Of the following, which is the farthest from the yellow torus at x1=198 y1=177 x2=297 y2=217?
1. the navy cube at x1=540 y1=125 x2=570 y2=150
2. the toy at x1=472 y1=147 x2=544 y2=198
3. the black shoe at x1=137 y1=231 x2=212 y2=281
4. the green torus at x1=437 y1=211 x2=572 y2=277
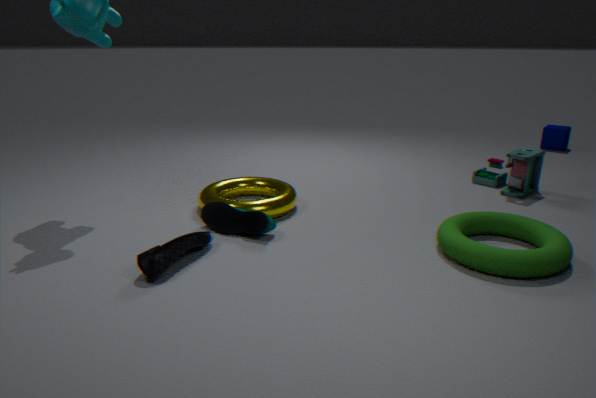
the navy cube at x1=540 y1=125 x2=570 y2=150
